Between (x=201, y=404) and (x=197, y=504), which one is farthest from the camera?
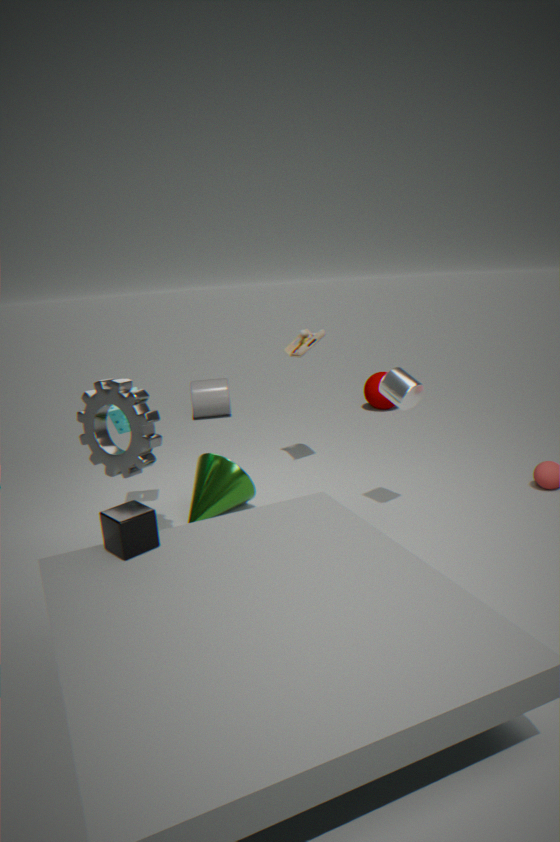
(x=201, y=404)
